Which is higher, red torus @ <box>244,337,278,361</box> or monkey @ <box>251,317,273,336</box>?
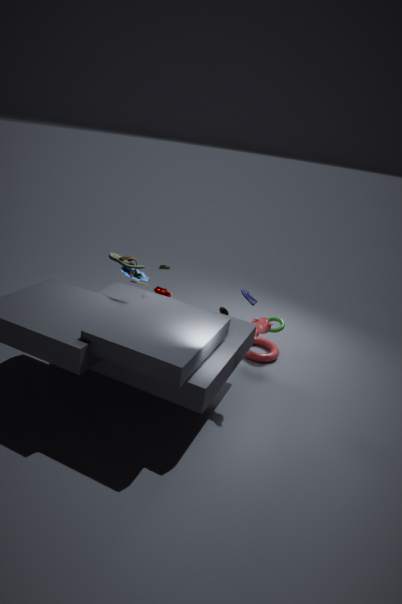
monkey @ <box>251,317,273,336</box>
